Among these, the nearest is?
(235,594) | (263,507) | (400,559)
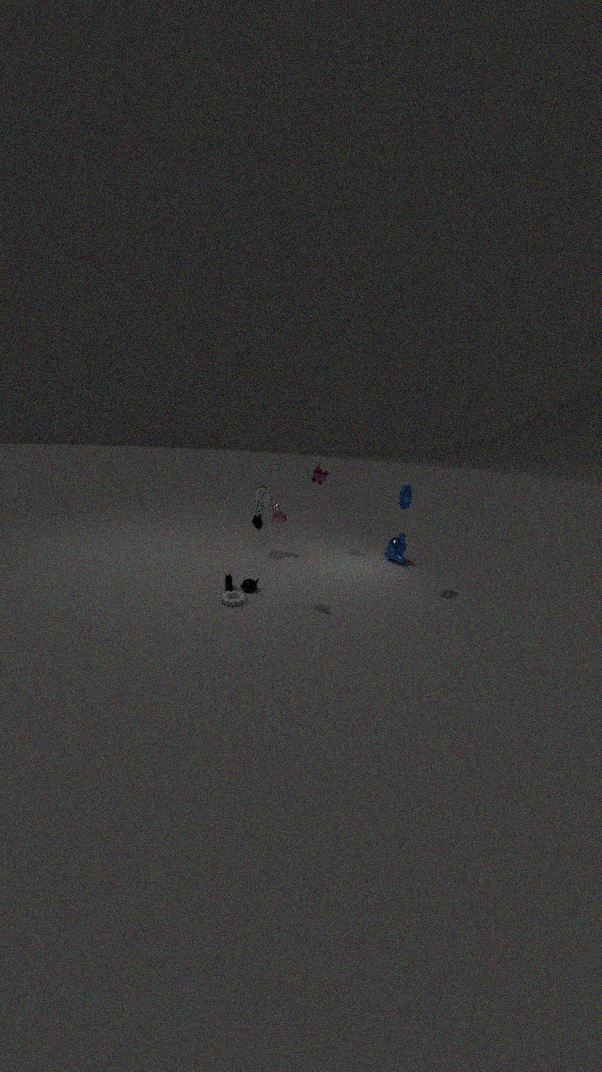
(235,594)
